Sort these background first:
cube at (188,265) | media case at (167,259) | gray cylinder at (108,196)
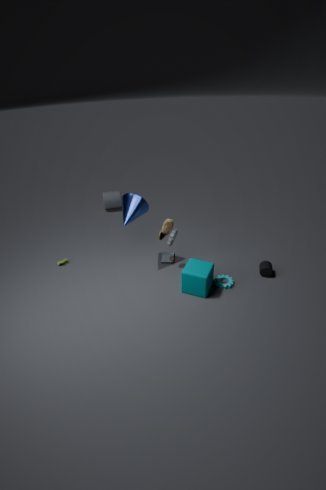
gray cylinder at (108,196) < media case at (167,259) < cube at (188,265)
